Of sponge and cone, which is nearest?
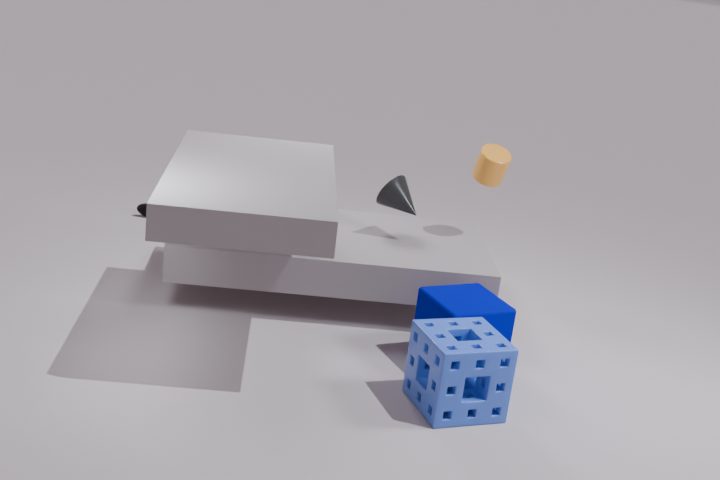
sponge
